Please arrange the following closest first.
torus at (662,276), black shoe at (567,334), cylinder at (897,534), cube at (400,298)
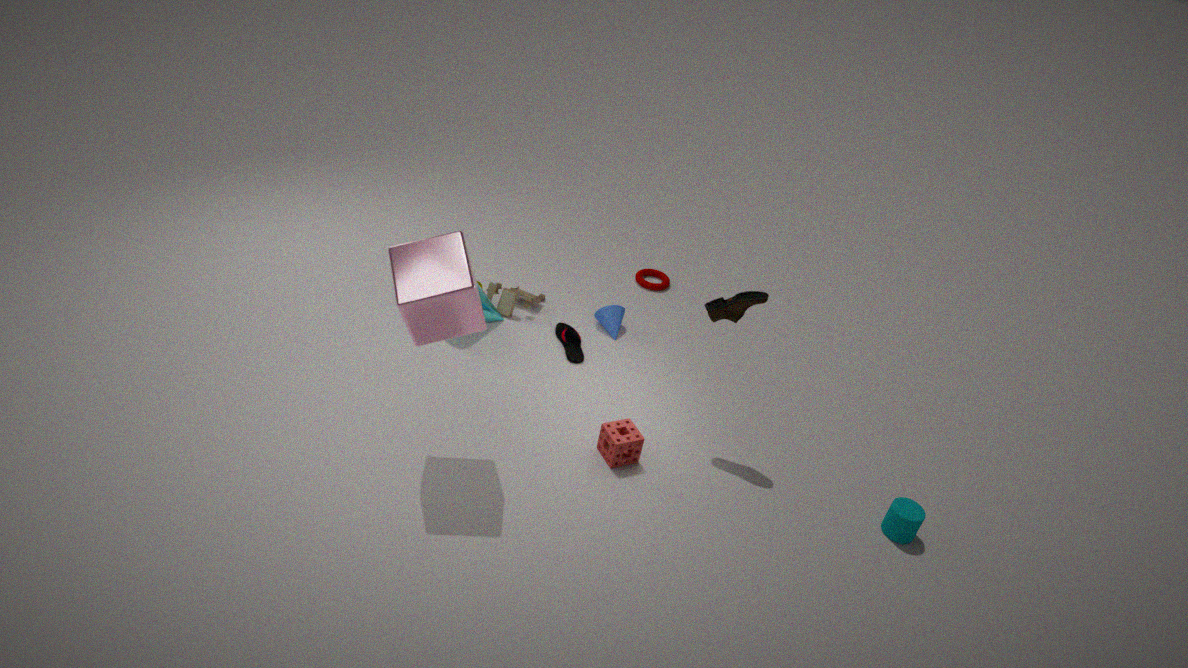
1. cube at (400,298)
2. cylinder at (897,534)
3. black shoe at (567,334)
4. torus at (662,276)
